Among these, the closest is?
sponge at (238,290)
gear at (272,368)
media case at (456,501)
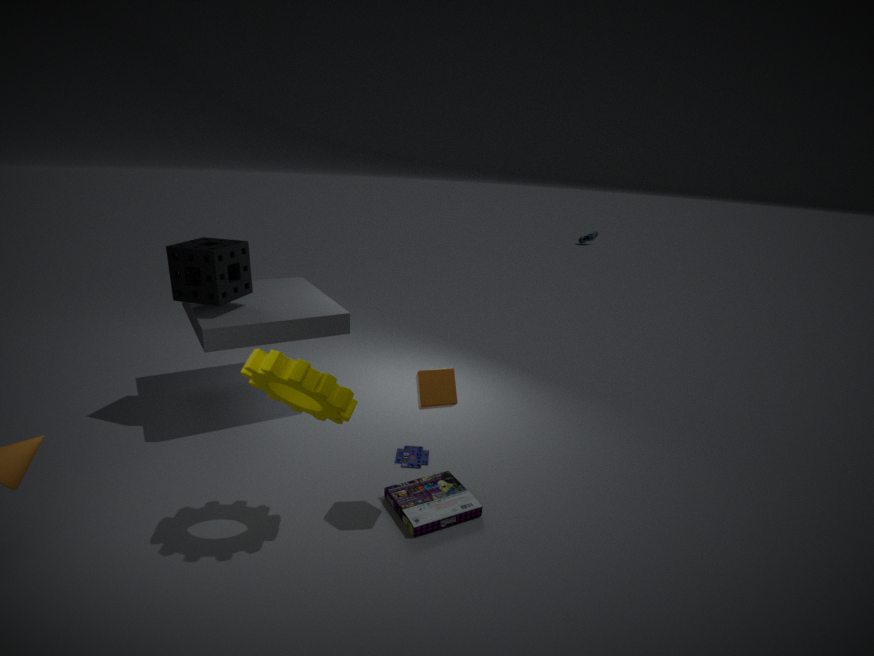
gear at (272,368)
